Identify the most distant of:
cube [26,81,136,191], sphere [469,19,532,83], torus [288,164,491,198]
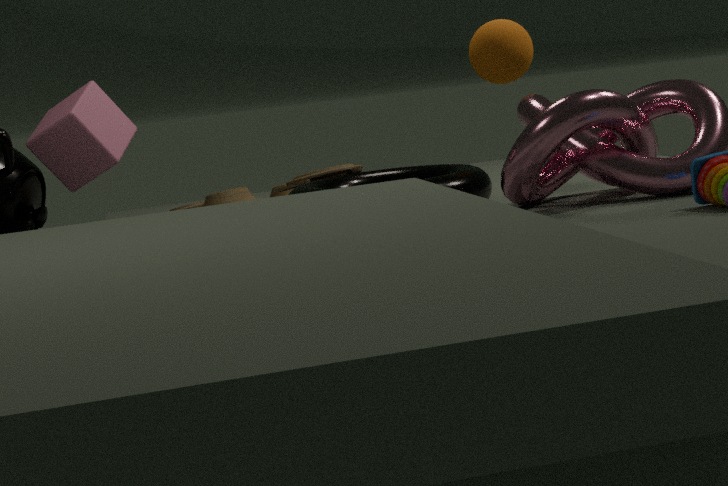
sphere [469,19,532,83]
